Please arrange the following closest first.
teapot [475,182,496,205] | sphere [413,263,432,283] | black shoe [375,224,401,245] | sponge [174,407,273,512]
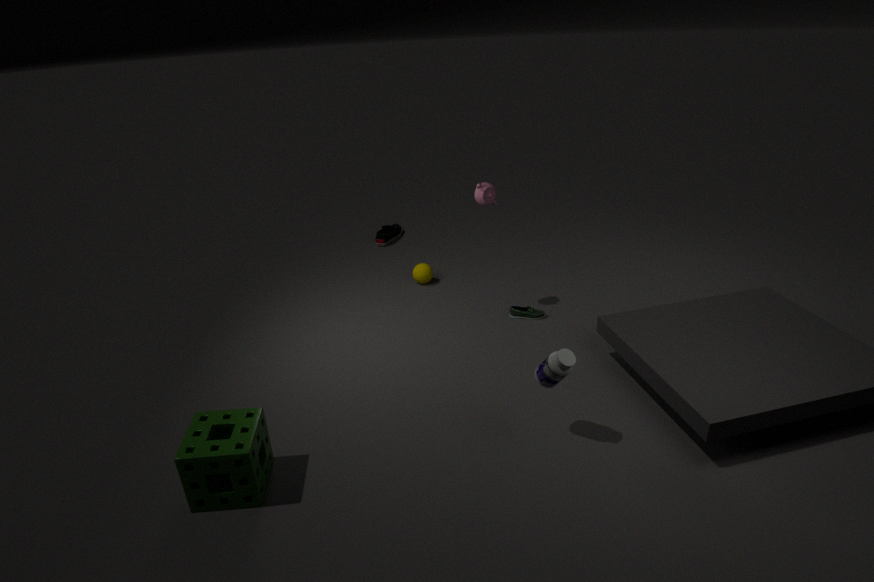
sponge [174,407,273,512] → teapot [475,182,496,205] → sphere [413,263,432,283] → black shoe [375,224,401,245]
